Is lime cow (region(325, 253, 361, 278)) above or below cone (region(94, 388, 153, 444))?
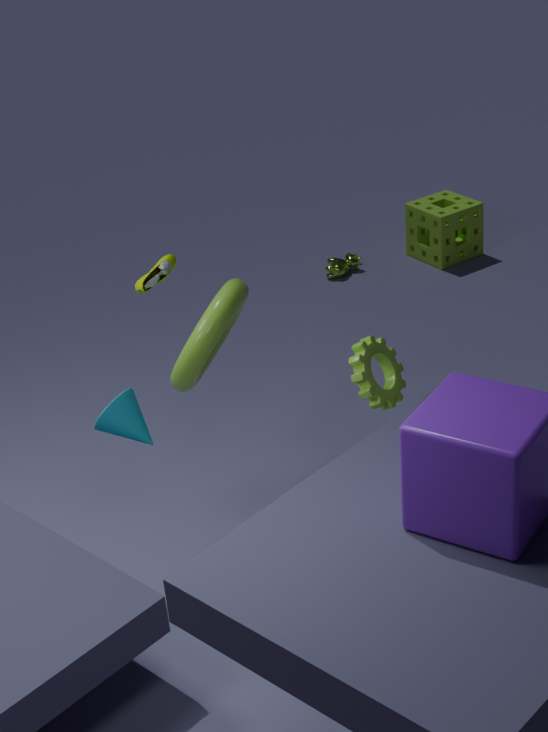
below
